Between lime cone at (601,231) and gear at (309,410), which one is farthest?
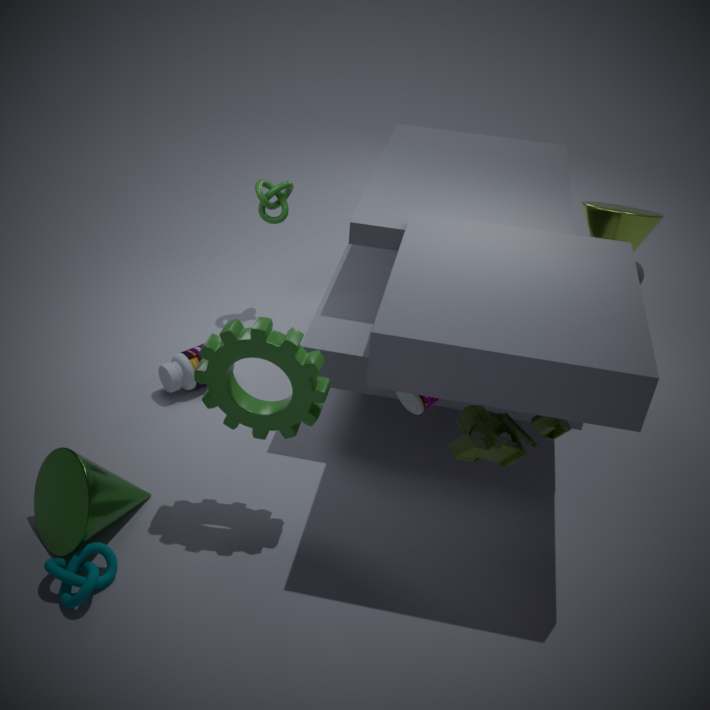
lime cone at (601,231)
